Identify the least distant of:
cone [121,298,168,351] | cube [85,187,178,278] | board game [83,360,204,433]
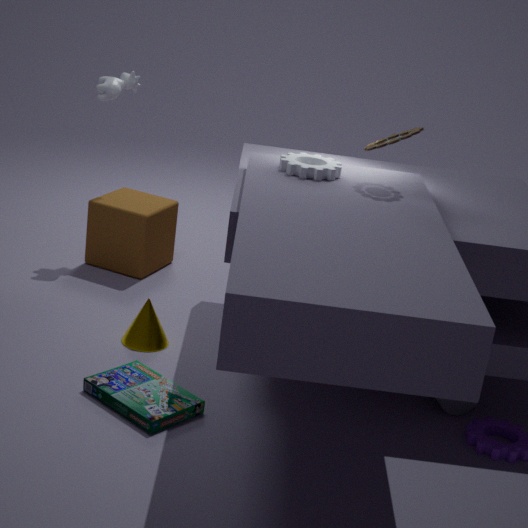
board game [83,360,204,433]
